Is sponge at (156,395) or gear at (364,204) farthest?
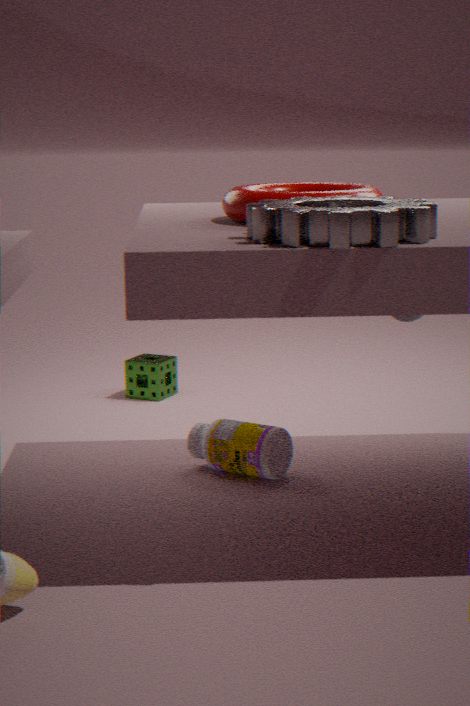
sponge at (156,395)
